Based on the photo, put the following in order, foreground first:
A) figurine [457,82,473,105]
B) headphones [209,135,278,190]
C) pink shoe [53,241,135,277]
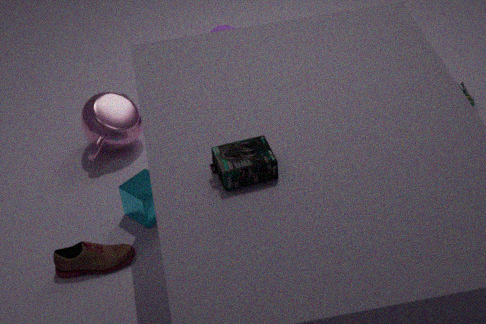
1. headphones [209,135,278,190]
2. pink shoe [53,241,135,277]
3. figurine [457,82,473,105]
